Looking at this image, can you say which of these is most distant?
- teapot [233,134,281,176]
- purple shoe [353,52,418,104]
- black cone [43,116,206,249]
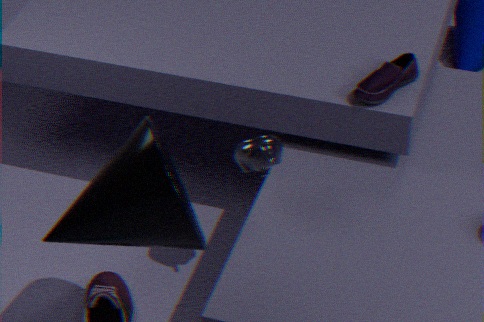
purple shoe [353,52,418,104]
